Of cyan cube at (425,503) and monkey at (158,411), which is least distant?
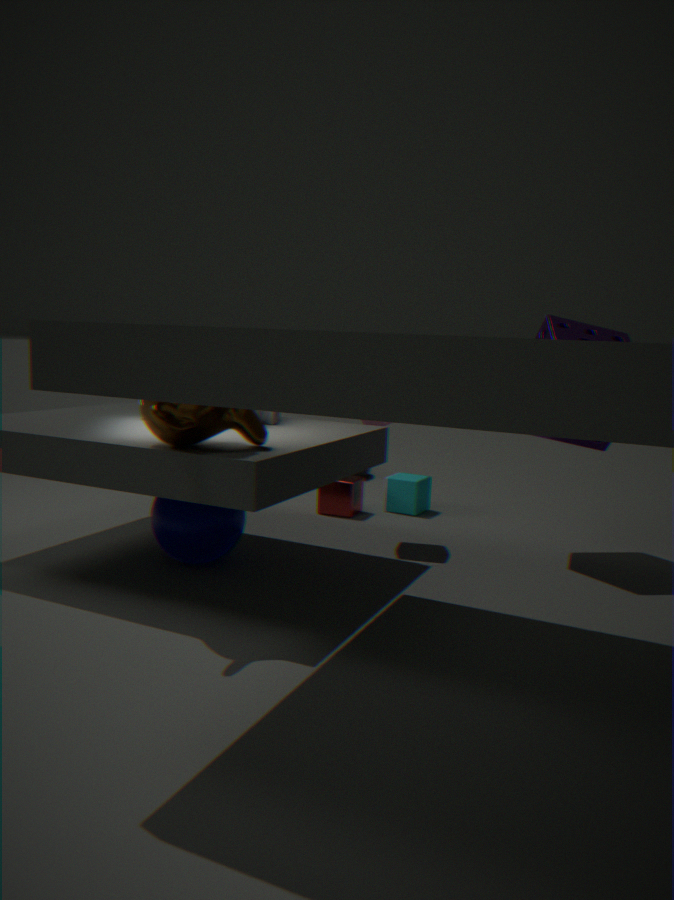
monkey at (158,411)
